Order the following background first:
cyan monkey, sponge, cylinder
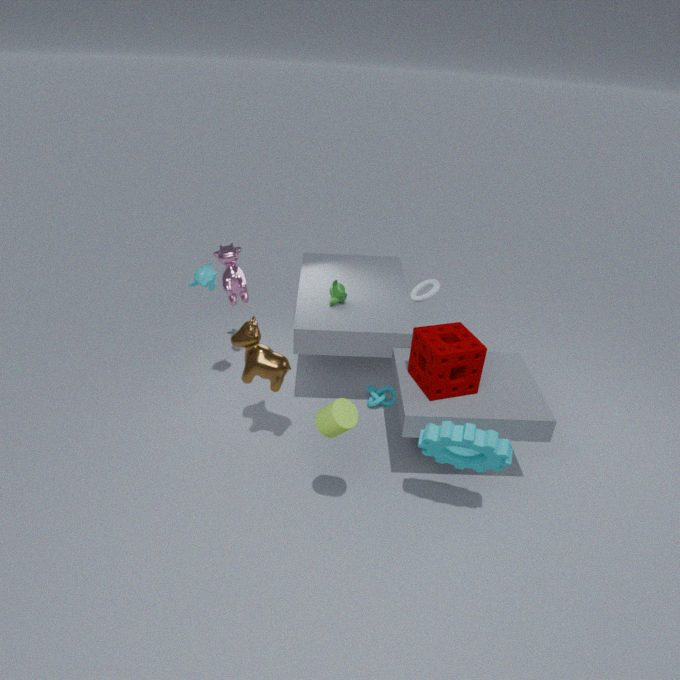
cyan monkey
sponge
cylinder
